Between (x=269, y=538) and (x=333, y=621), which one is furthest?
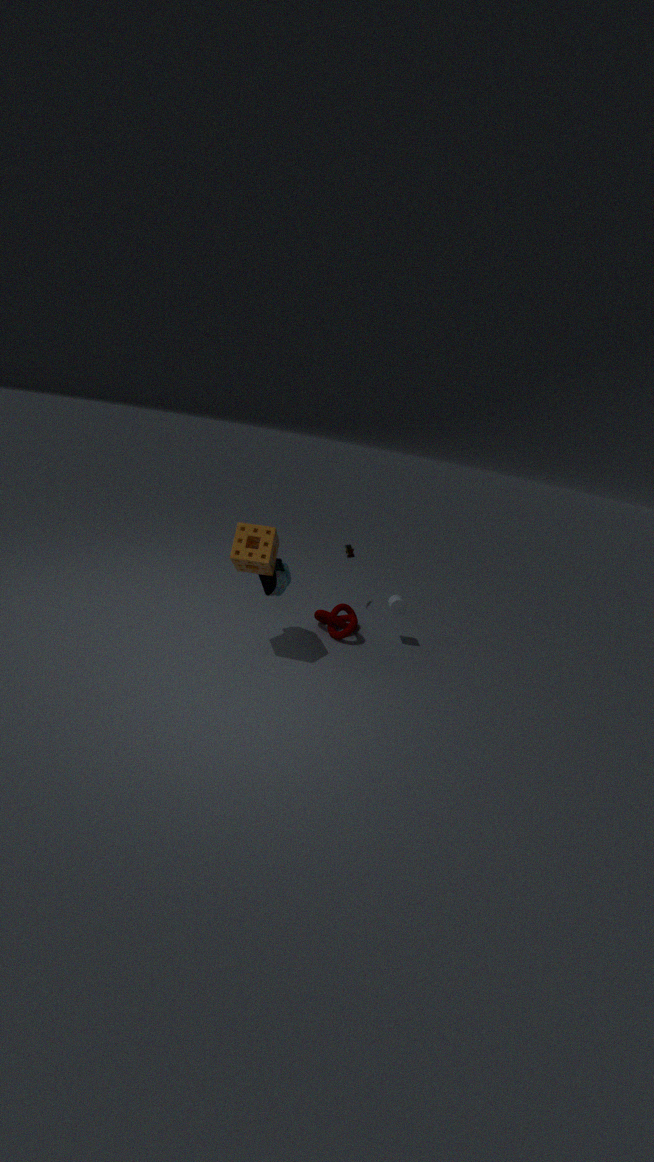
(x=333, y=621)
